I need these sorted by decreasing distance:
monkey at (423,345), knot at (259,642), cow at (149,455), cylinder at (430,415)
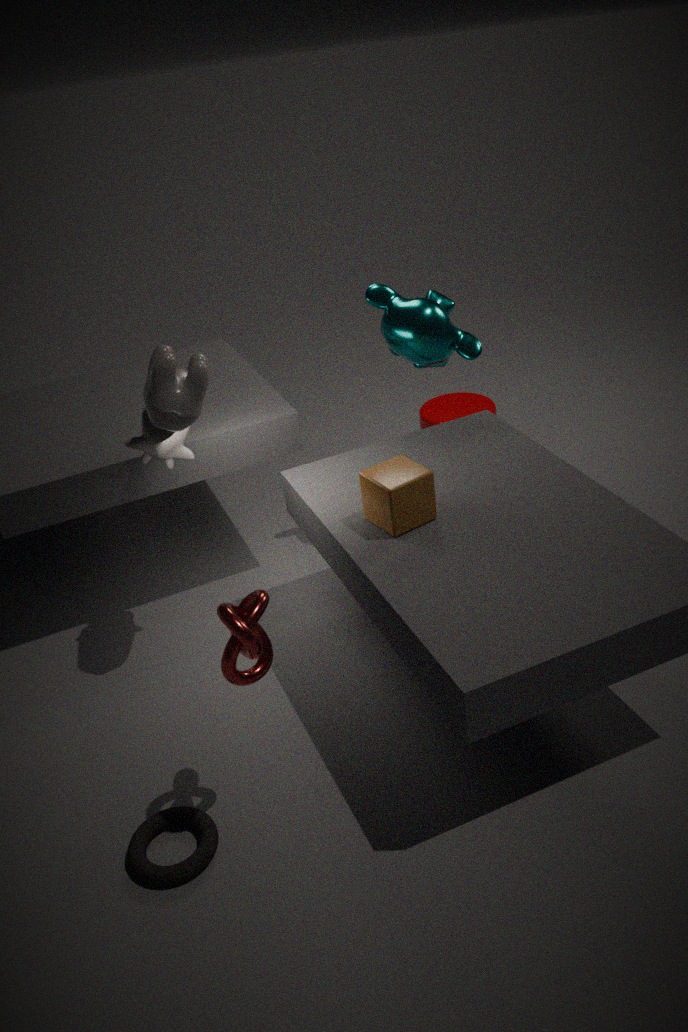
1. cylinder at (430,415)
2. monkey at (423,345)
3. cow at (149,455)
4. knot at (259,642)
